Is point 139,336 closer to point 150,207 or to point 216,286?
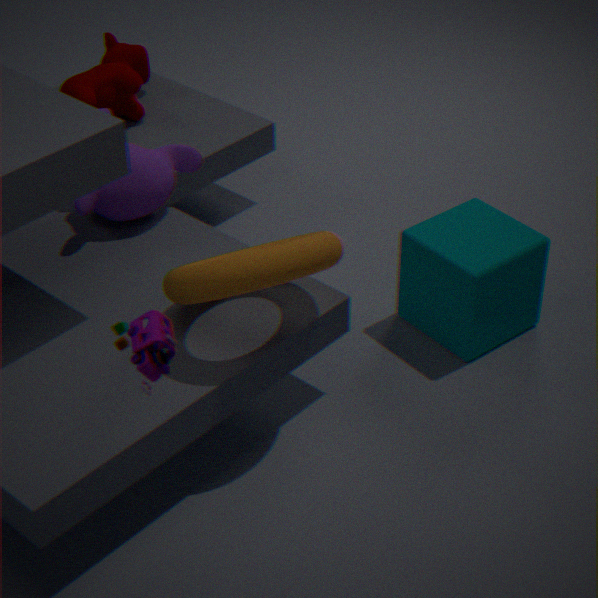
point 216,286
